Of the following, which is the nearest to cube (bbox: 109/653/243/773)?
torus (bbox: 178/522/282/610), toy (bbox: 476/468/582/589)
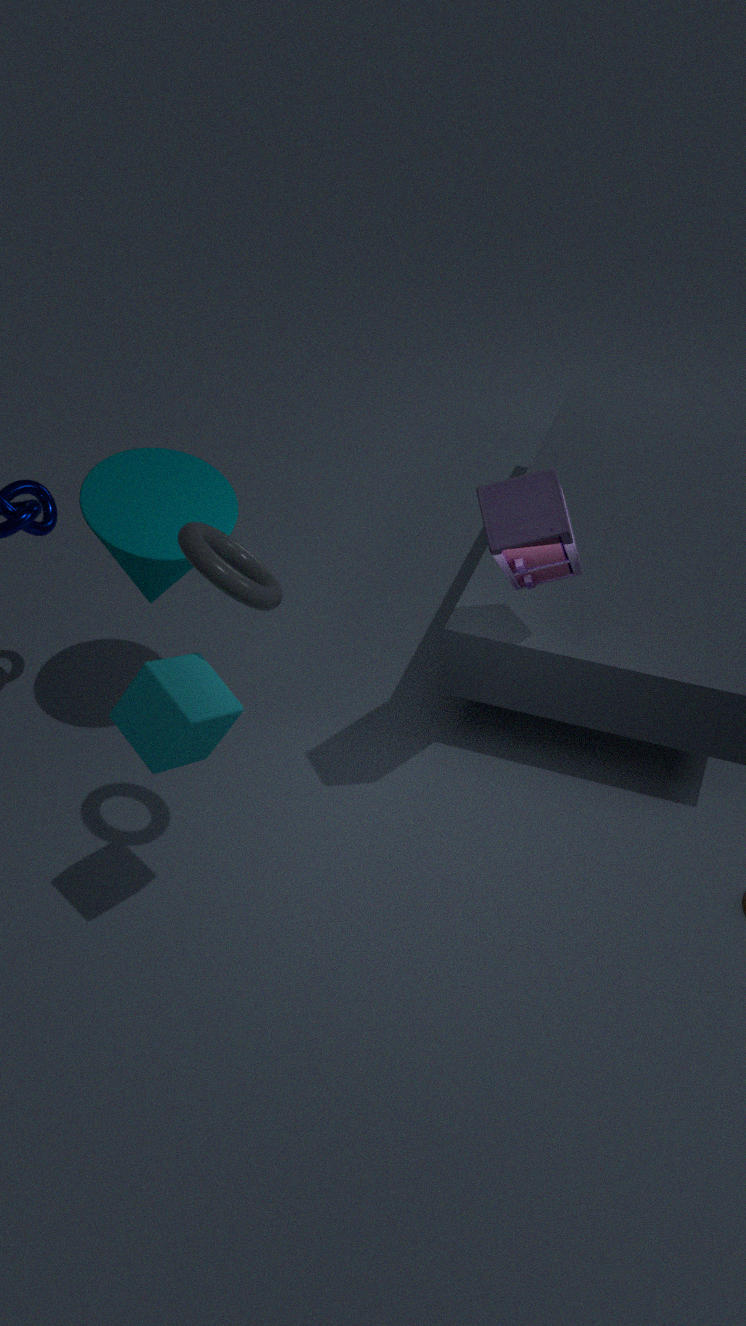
torus (bbox: 178/522/282/610)
